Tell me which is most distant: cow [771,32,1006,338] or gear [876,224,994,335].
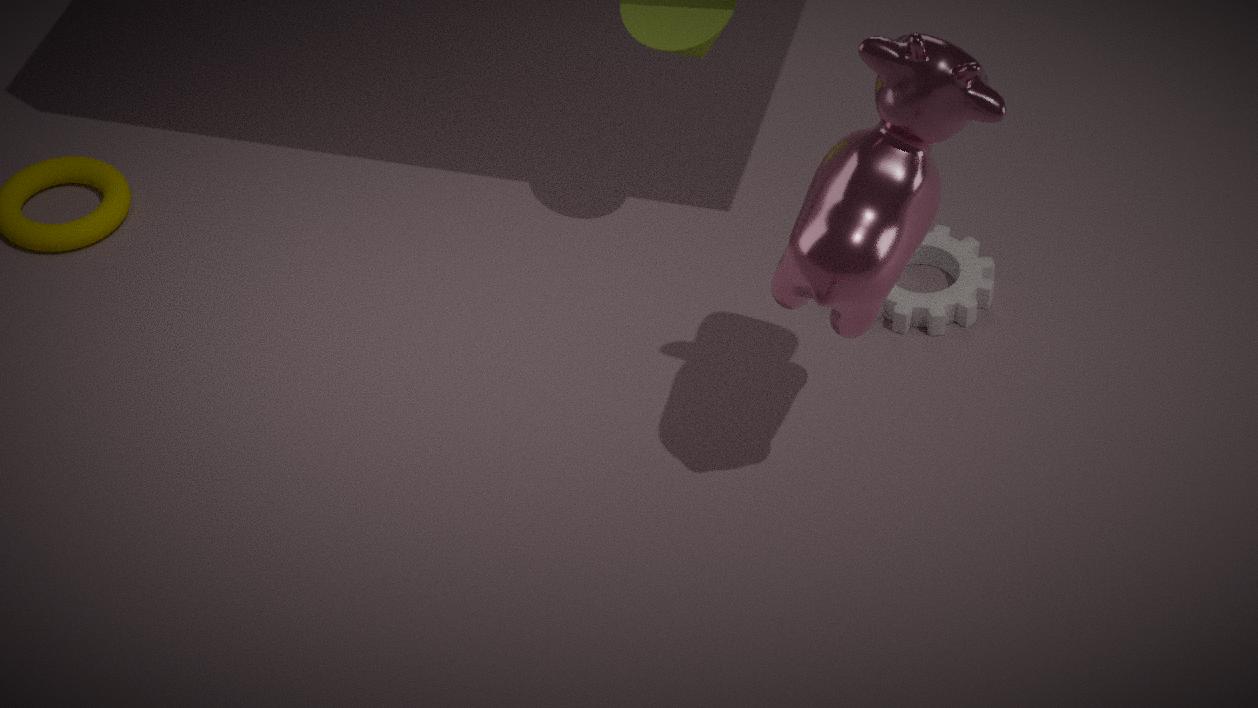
gear [876,224,994,335]
